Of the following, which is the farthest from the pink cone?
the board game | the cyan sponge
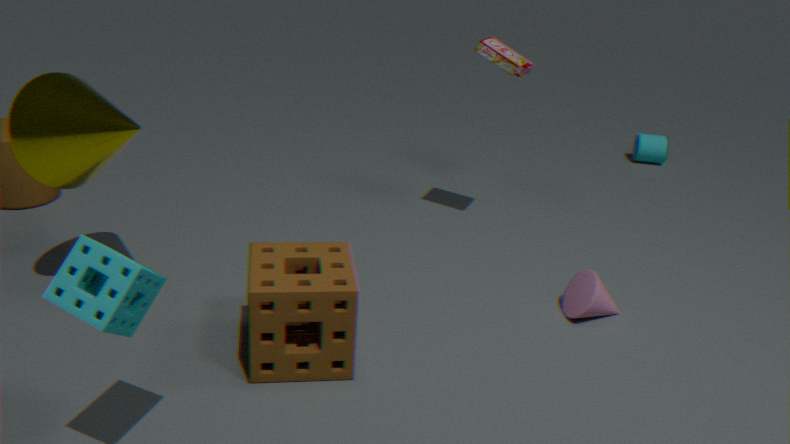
the cyan sponge
